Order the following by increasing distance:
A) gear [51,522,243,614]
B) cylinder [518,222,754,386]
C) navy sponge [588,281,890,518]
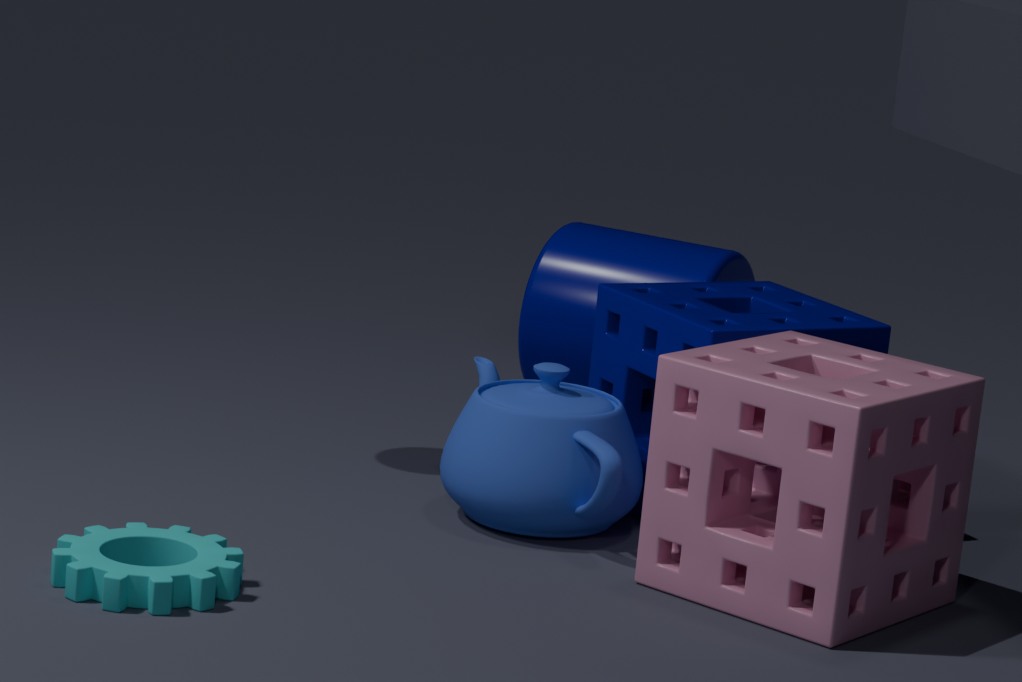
1. gear [51,522,243,614]
2. navy sponge [588,281,890,518]
3. cylinder [518,222,754,386]
